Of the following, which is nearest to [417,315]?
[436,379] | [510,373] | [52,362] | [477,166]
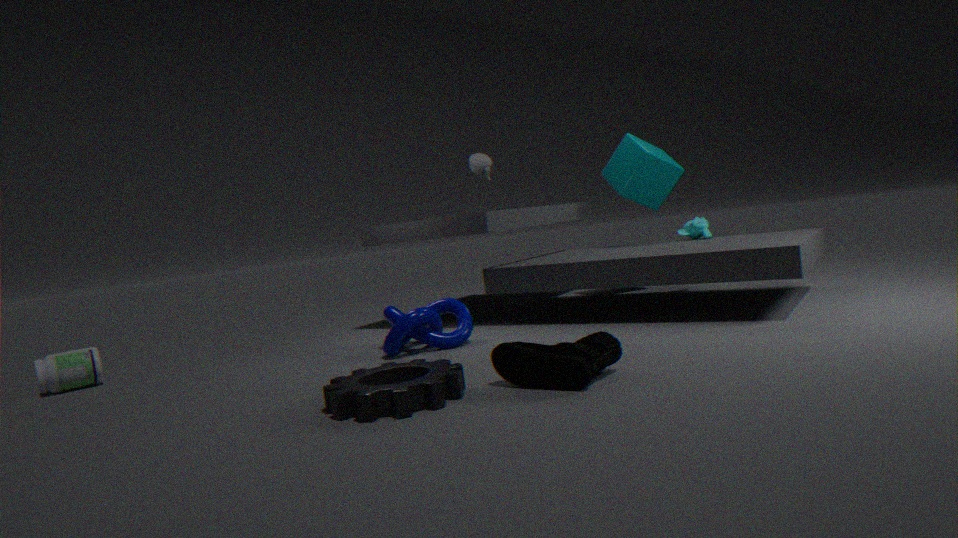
[436,379]
